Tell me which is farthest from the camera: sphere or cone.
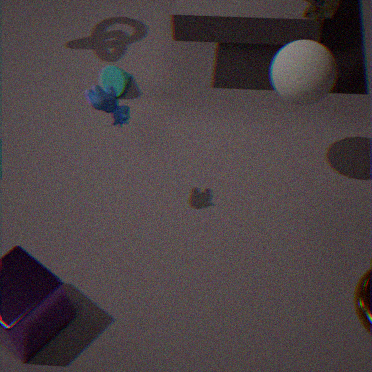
cone
